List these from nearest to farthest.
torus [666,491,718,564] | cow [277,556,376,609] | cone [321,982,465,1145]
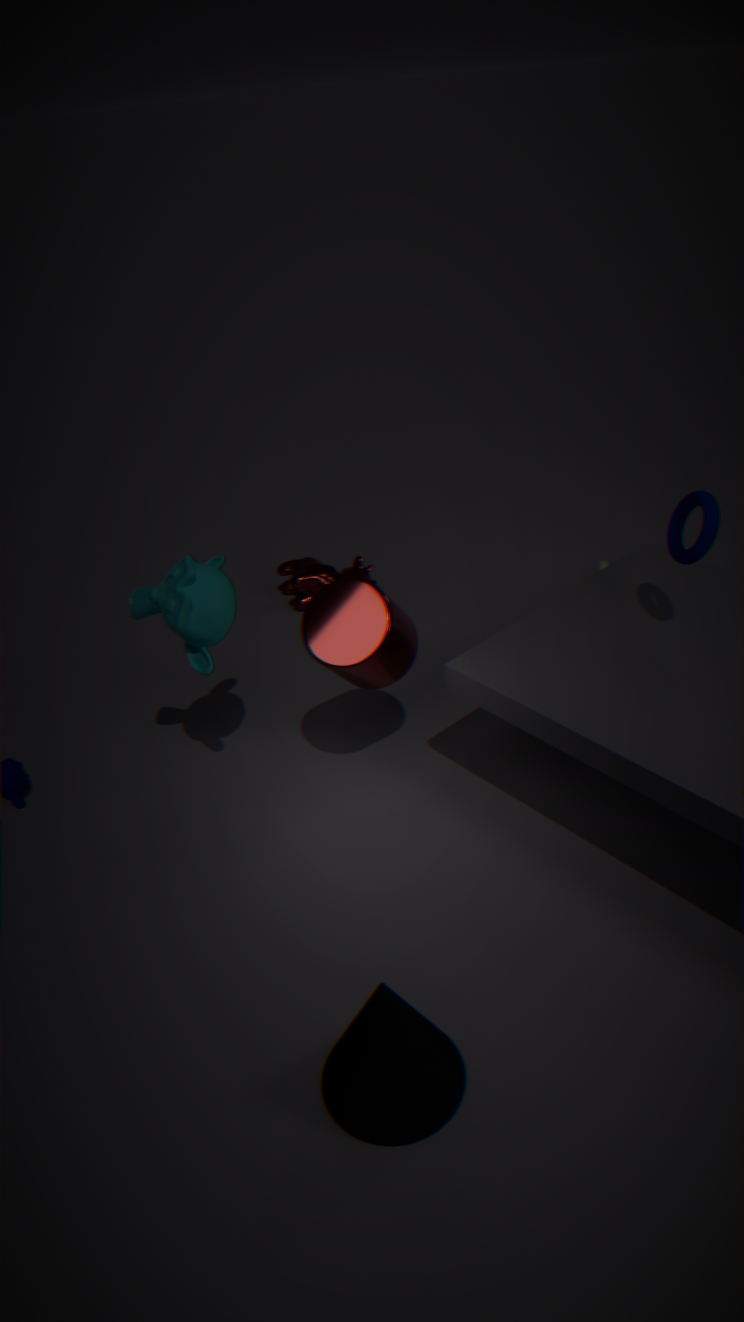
cone [321,982,465,1145] < torus [666,491,718,564] < cow [277,556,376,609]
